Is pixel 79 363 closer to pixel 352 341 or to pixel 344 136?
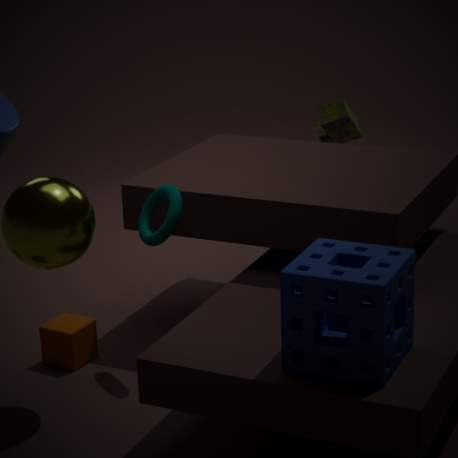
pixel 352 341
